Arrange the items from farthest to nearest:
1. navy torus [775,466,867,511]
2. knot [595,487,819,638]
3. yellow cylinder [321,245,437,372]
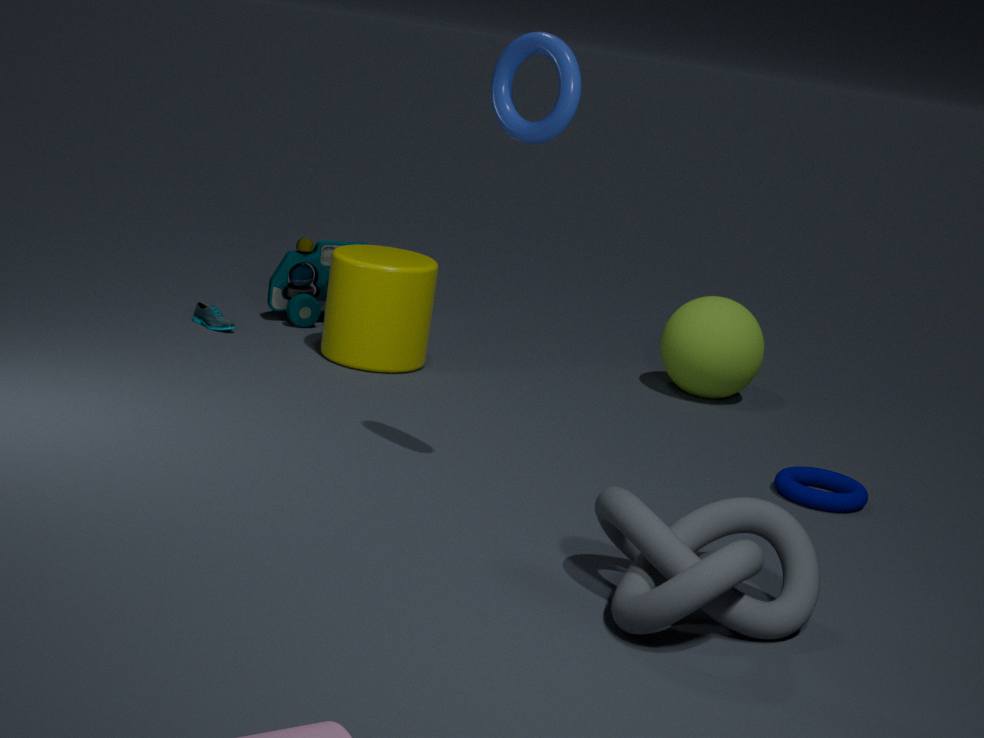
yellow cylinder [321,245,437,372] → navy torus [775,466,867,511] → knot [595,487,819,638]
